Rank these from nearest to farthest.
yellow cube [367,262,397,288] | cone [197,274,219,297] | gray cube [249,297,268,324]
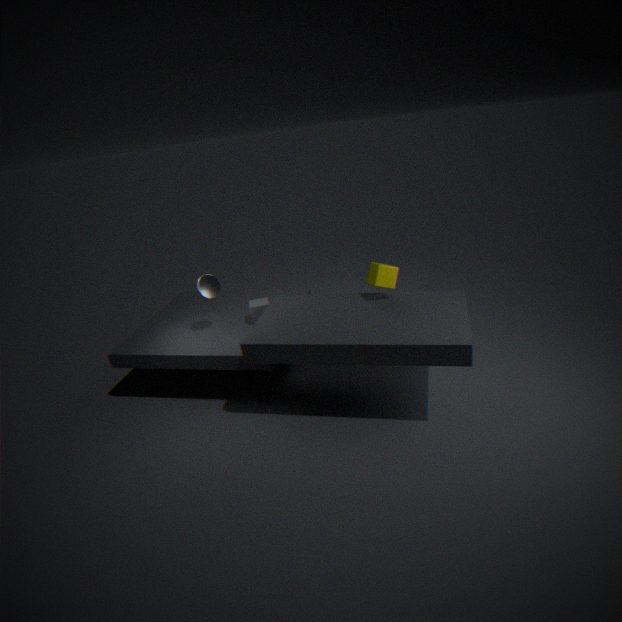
1. yellow cube [367,262,397,288]
2. cone [197,274,219,297]
3. gray cube [249,297,268,324]
